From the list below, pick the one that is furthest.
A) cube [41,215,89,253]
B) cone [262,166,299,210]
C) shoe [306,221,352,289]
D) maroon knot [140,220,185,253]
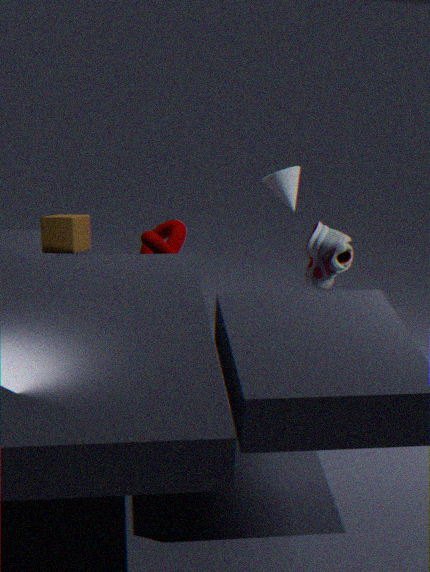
shoe [306,221,352,289]
